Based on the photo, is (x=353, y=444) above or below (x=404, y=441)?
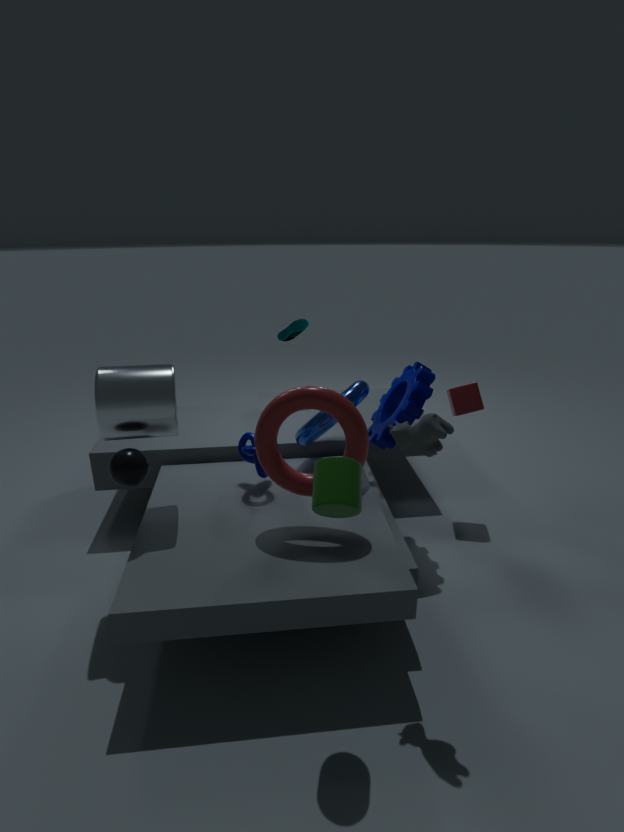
below
